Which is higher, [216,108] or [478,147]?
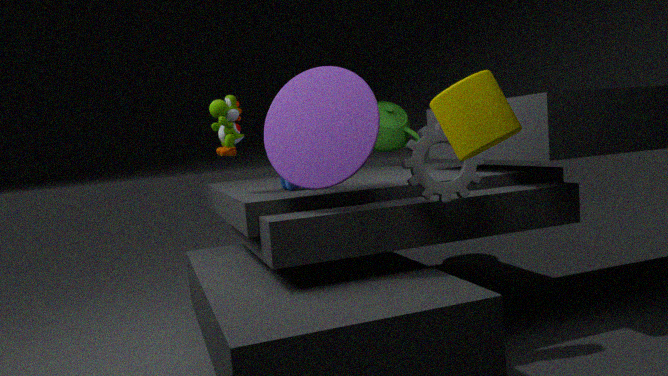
[216,108]
